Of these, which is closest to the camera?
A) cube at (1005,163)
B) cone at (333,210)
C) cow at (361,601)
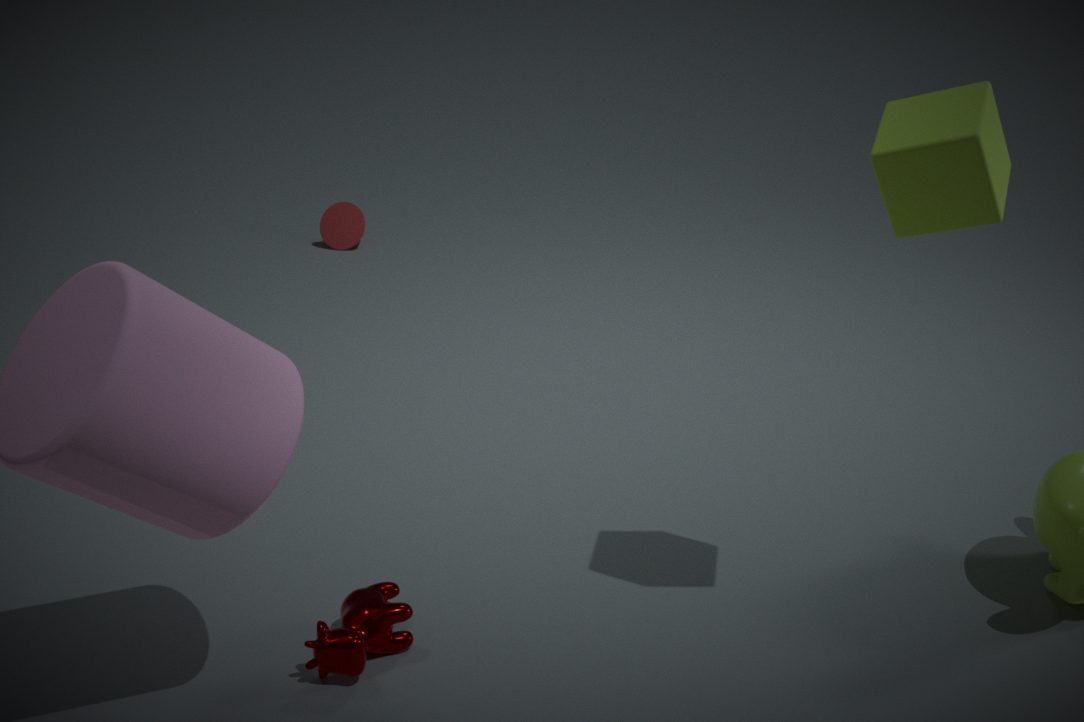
cube at (1005,163)
